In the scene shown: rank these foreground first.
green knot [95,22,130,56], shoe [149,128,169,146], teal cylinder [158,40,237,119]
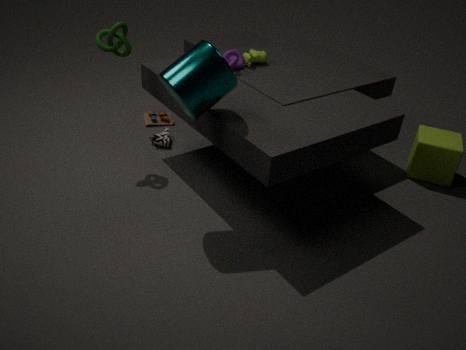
1. teal cylinder [158,40,237,119]
2. green knot [95,22,130,56]
3. shoe [149,128,169,146]
